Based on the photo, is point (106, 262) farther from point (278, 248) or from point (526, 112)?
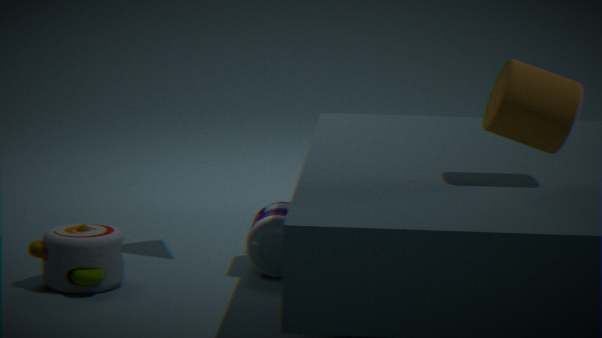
point (526, 112)
